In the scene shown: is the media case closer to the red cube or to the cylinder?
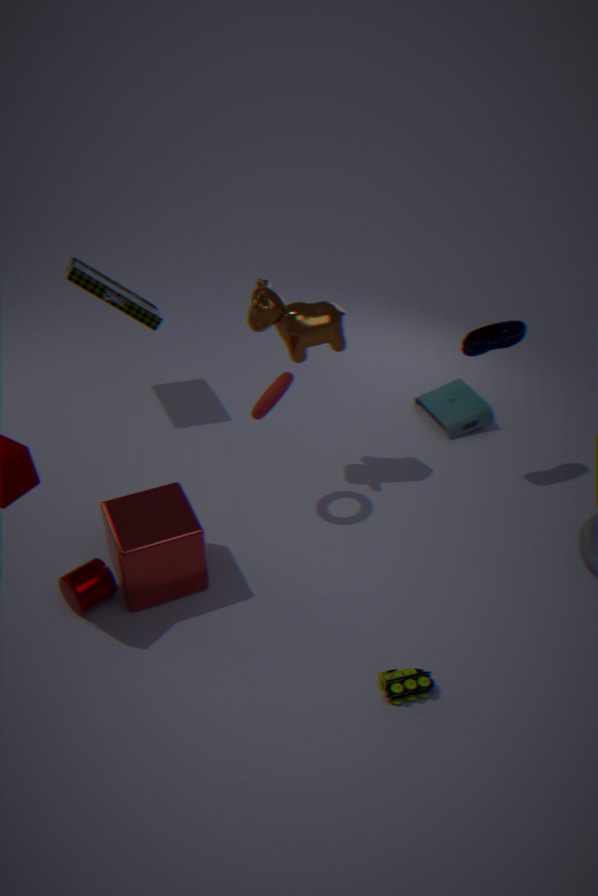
the red cube
